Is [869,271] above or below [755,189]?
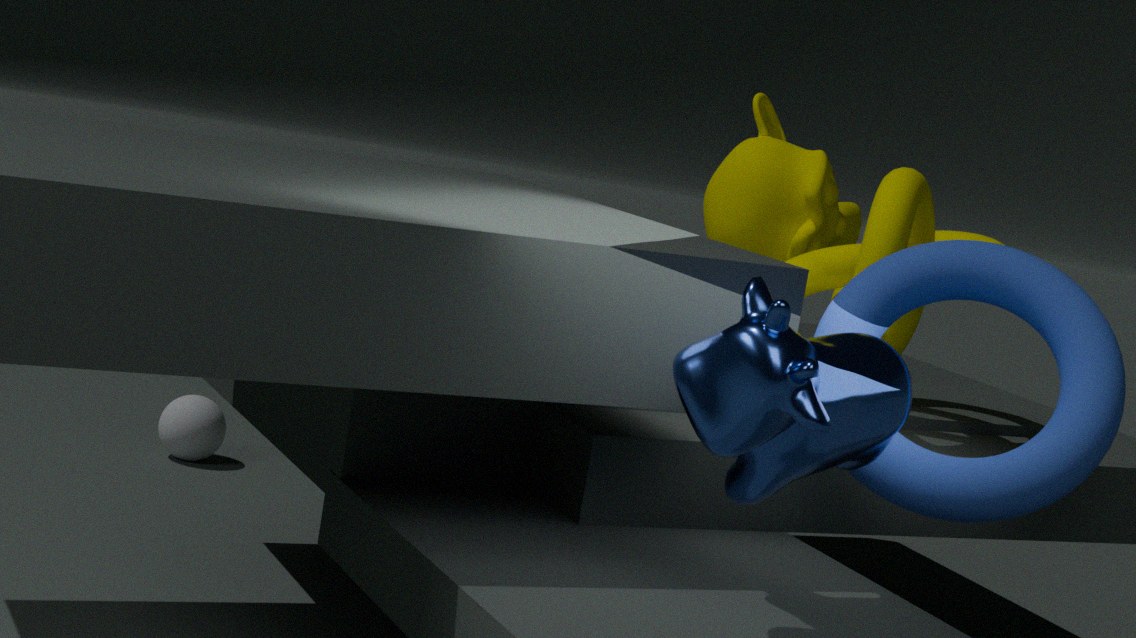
below
